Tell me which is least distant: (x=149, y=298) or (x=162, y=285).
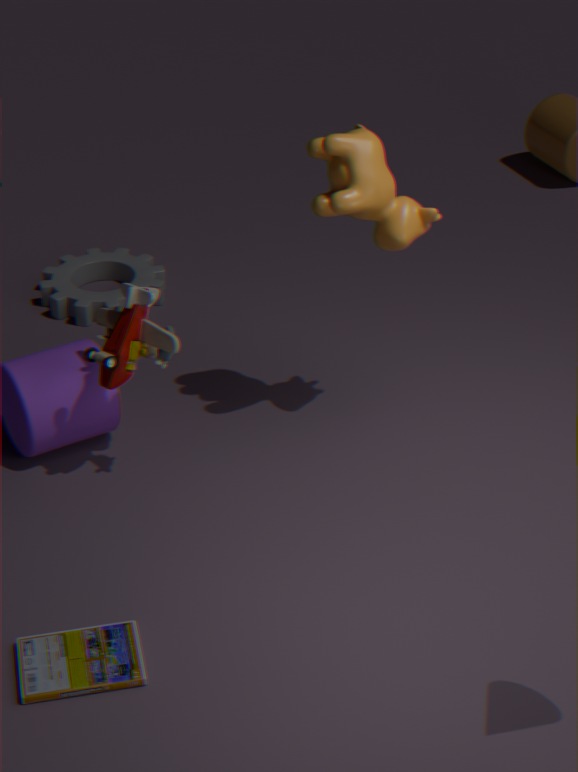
Answer: (x=149, y=298)
